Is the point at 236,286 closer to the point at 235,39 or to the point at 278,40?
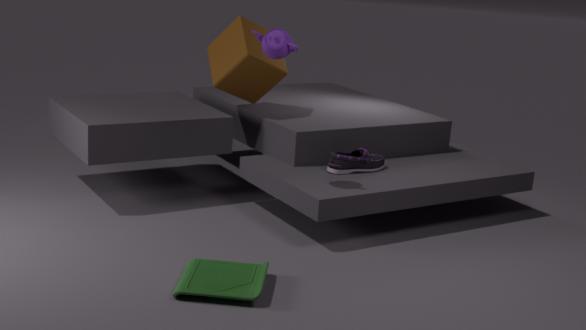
the point at 278,40
